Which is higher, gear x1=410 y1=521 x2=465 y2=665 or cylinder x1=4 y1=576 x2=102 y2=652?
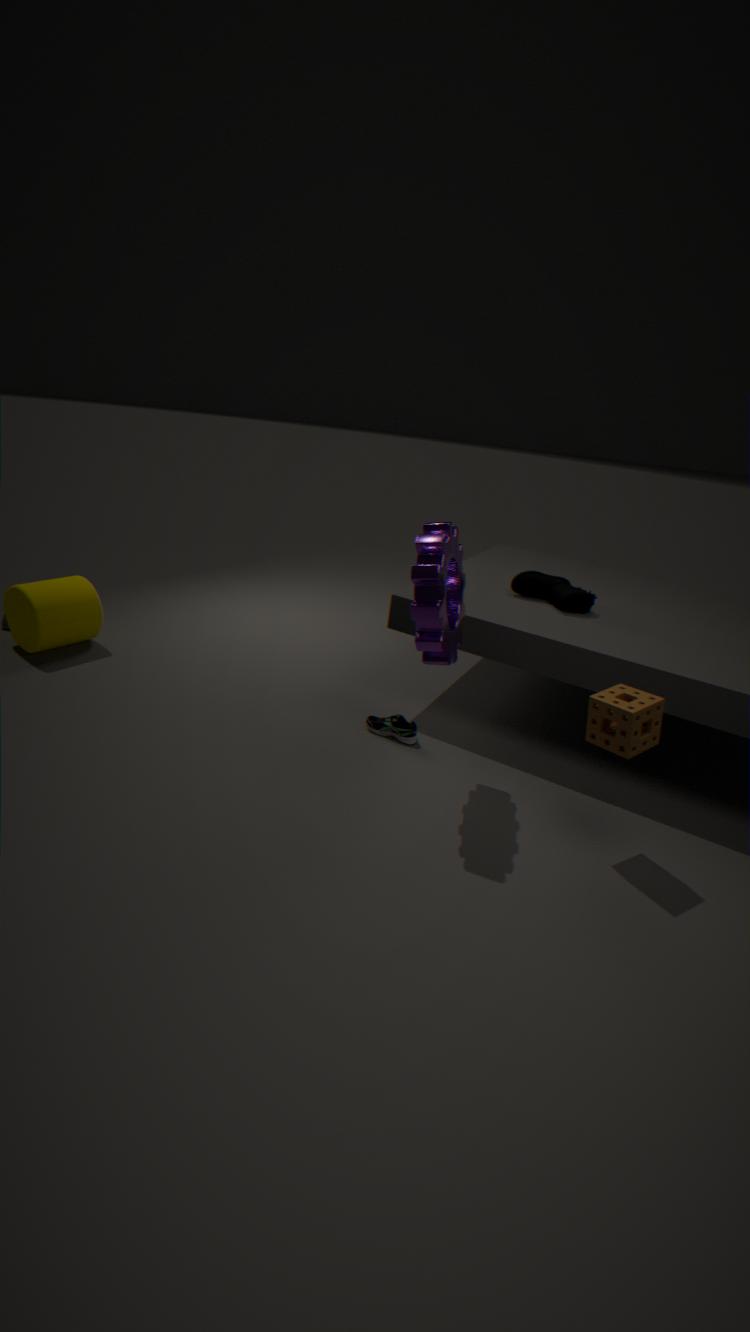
gear x1=410 y1=521 x2=465 y2=665
